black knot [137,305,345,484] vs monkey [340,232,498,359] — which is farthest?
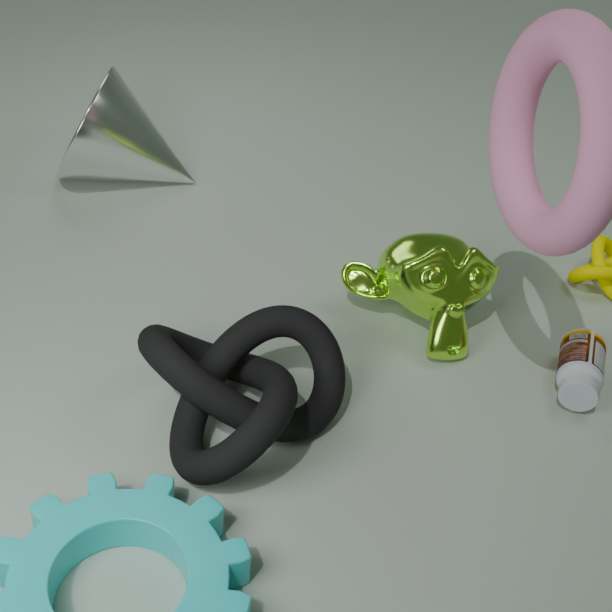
monkey [340,232,498,359]
